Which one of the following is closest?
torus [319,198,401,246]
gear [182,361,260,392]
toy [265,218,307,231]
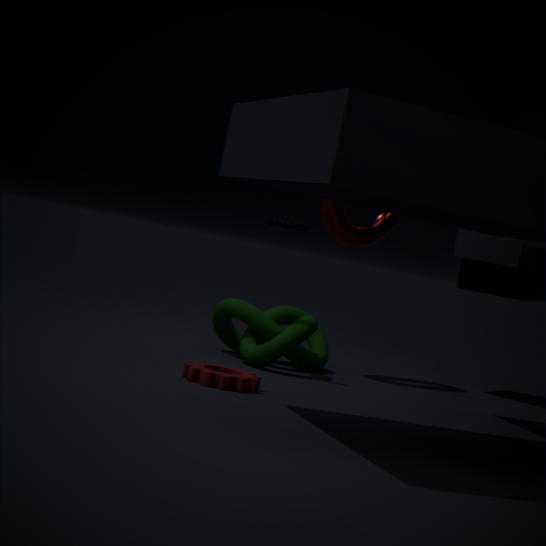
gear [182,361,260,392]
